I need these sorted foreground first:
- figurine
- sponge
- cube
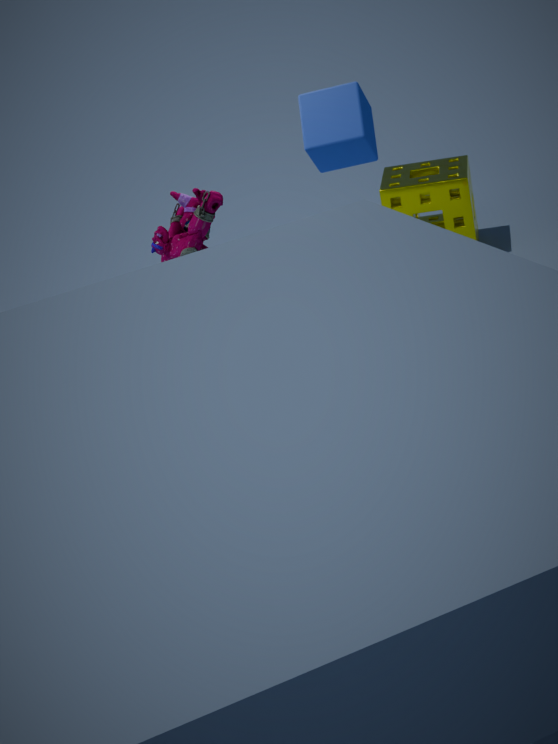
1. cube
2. figurine
3. sponge
